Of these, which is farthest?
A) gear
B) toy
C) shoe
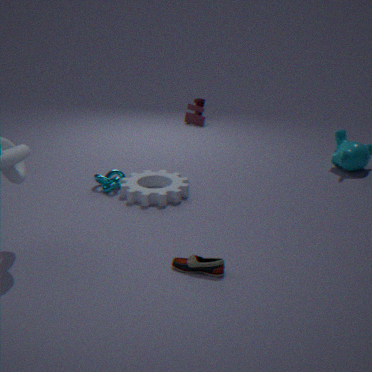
toy
